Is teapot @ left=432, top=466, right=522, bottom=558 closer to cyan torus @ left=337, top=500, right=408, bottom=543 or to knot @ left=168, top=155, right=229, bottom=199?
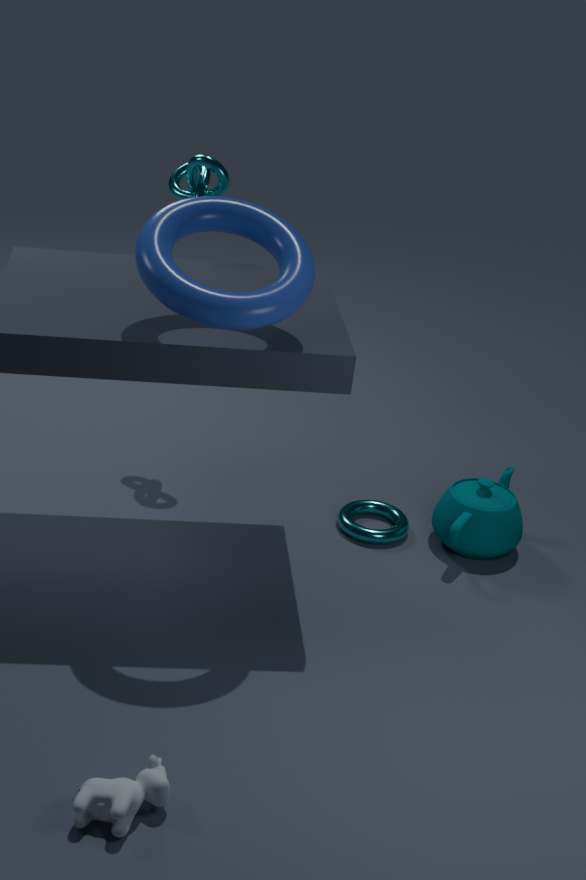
cyan torus @ left=337, top=500, right=408, bottom=543
